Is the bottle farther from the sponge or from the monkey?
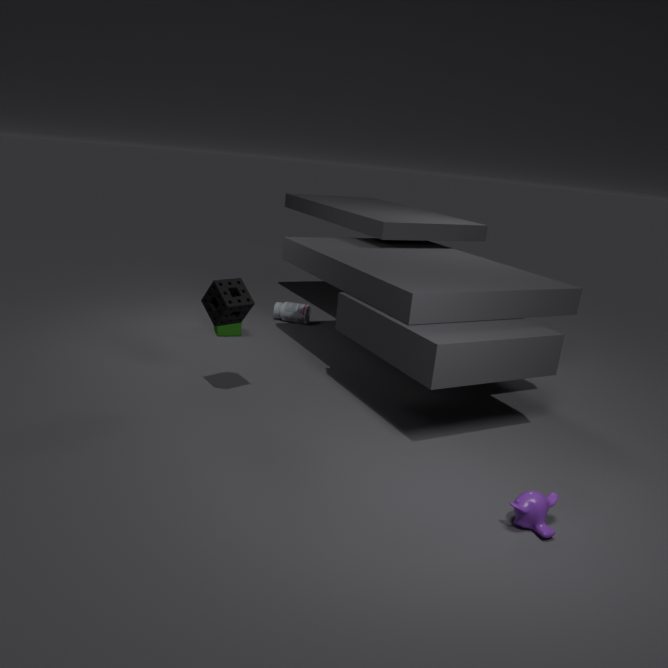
the monkey
